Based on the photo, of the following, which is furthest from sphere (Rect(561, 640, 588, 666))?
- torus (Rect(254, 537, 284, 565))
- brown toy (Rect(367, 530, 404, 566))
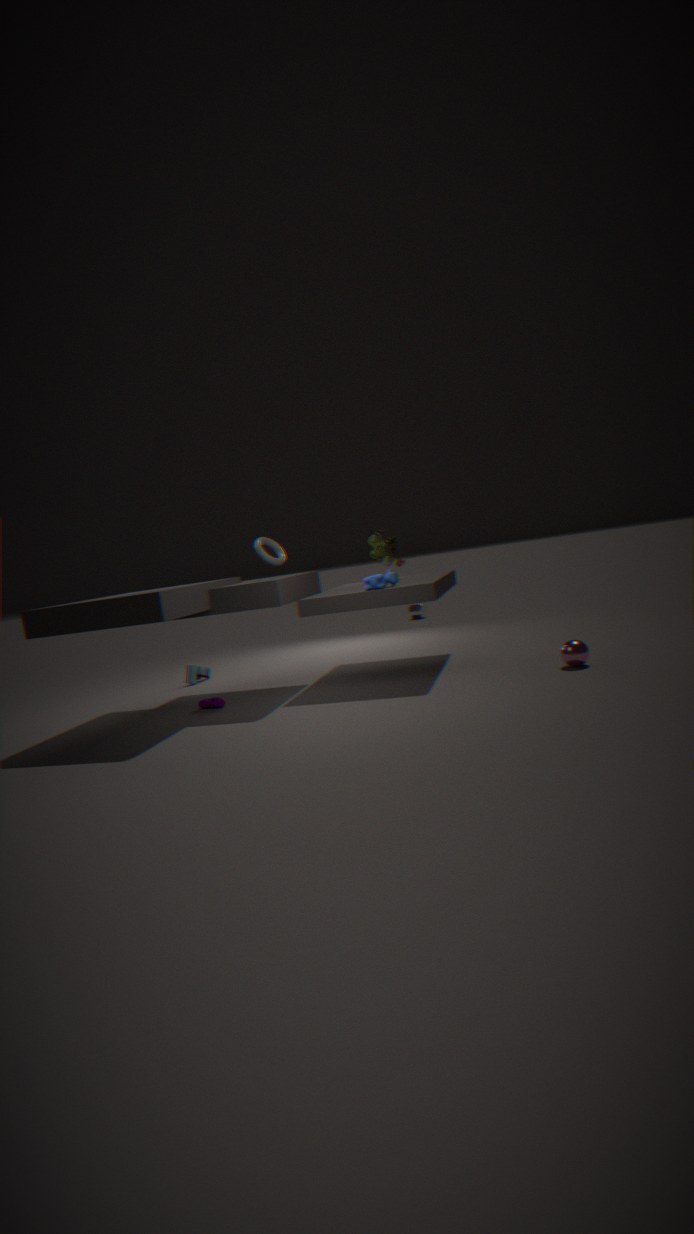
torus (Rect(254, 537, 284, 565))
